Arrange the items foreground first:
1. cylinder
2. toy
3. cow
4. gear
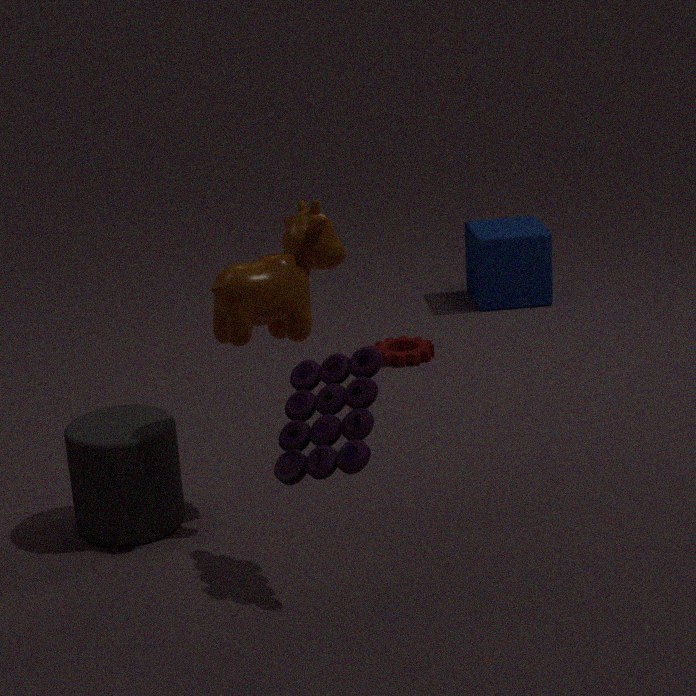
1. toy
2. cow
3. cylinder
4. gear
